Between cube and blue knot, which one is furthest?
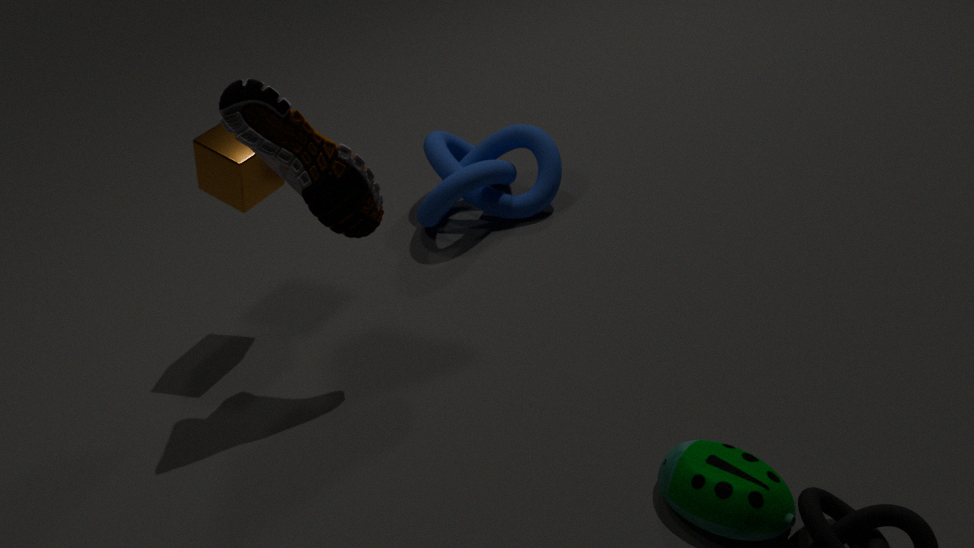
blue knot
